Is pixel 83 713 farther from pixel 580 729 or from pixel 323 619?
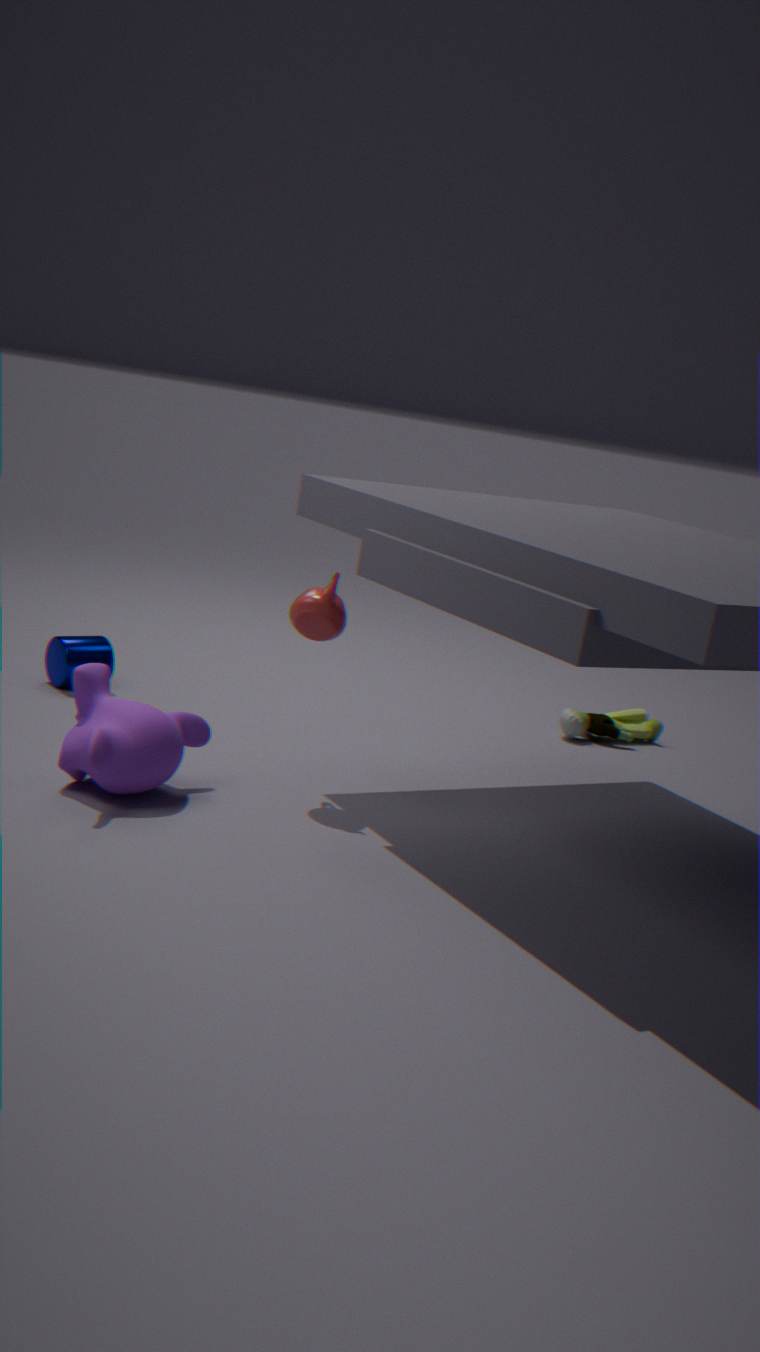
pixel 580 729
